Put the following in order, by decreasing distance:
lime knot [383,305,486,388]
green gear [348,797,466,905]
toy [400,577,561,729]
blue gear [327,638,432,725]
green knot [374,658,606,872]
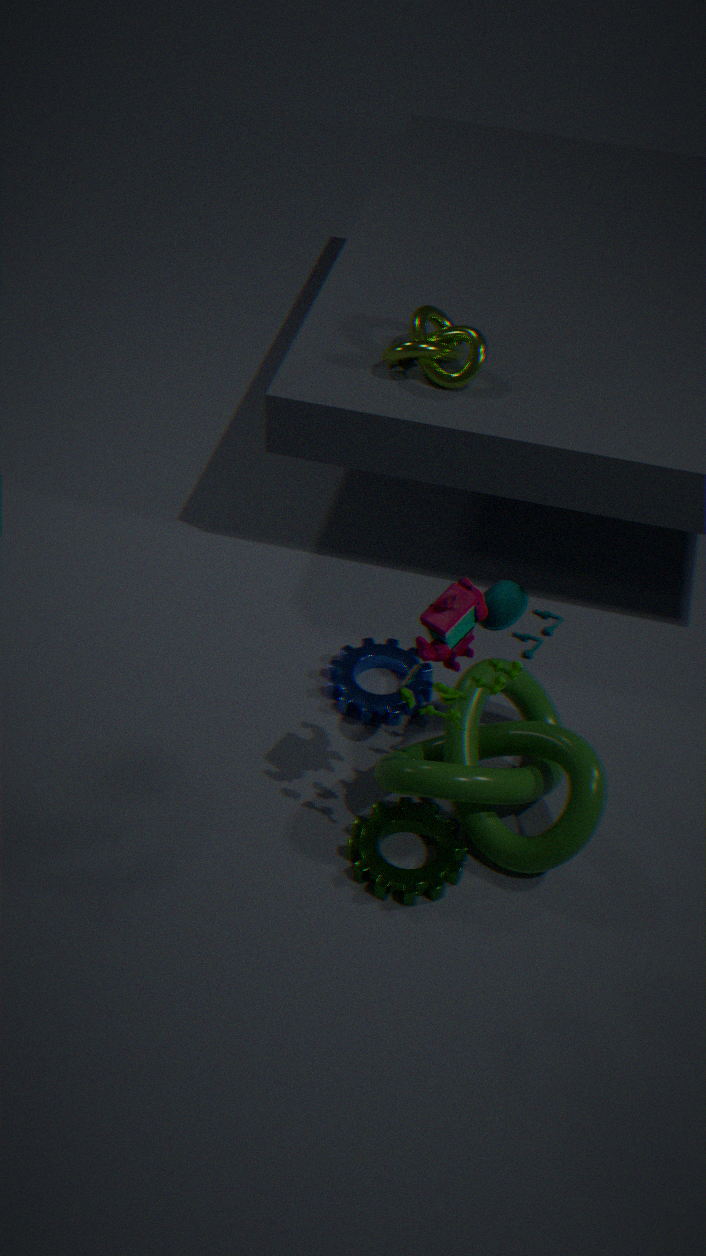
lime knot [383,305,486,388], blue gear [327,638,432,725], green gear [348,797,466,905], green knot [374,658,606,872], toy [400,577,561,729]
